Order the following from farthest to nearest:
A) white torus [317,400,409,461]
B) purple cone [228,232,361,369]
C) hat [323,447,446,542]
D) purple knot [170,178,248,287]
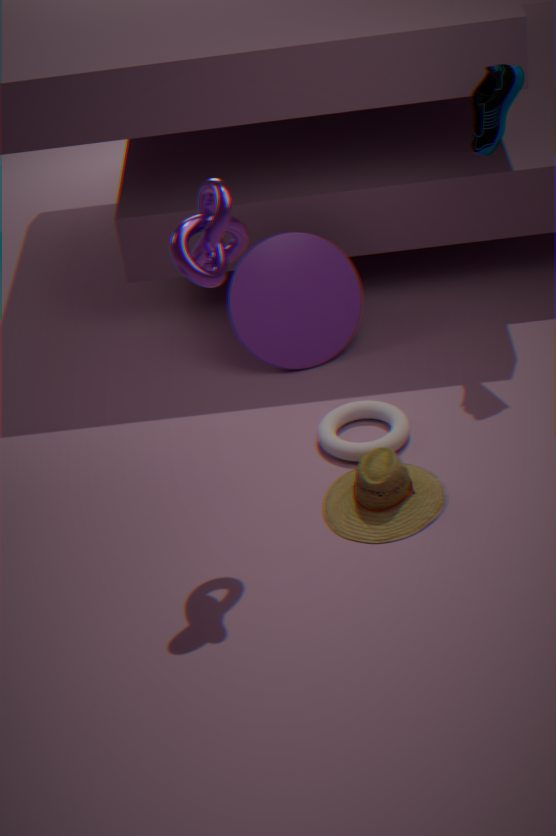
purple cone [228,232,361,369]
white torus [317,400,409,461]
hat [323,447,446,542]
purple knot [170,178,248,287]
